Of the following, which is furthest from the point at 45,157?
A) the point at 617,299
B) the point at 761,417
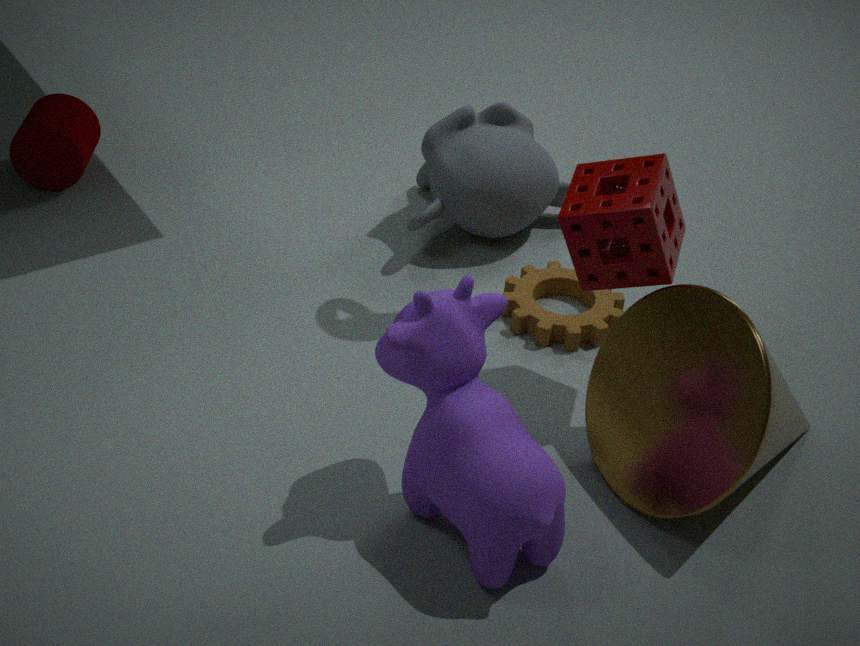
the point at 761,417
